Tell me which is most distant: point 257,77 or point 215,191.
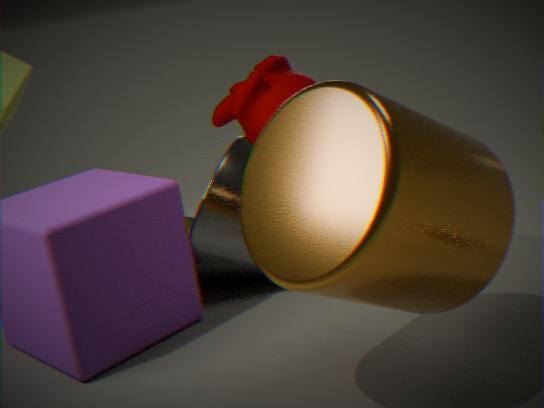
point 257,77
